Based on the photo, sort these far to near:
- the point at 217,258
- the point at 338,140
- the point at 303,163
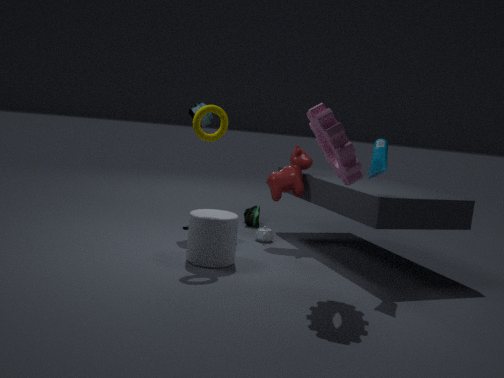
the point at 303,163 → the point at 217,258 → the point at 338,140
